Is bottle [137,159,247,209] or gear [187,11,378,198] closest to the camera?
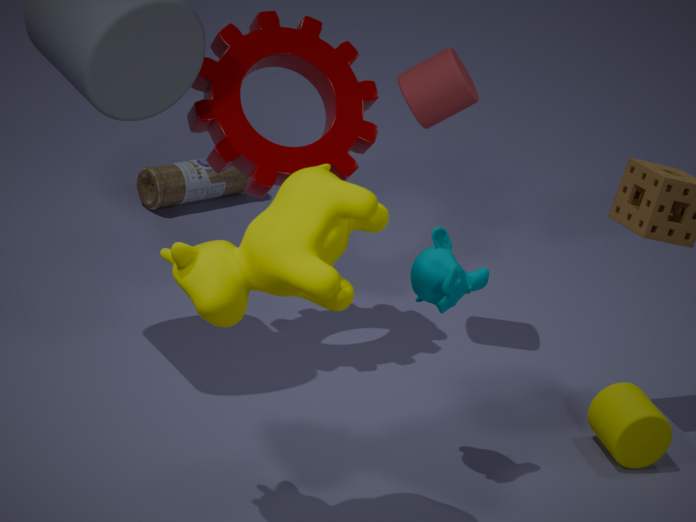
gear [187,11,378,198]
